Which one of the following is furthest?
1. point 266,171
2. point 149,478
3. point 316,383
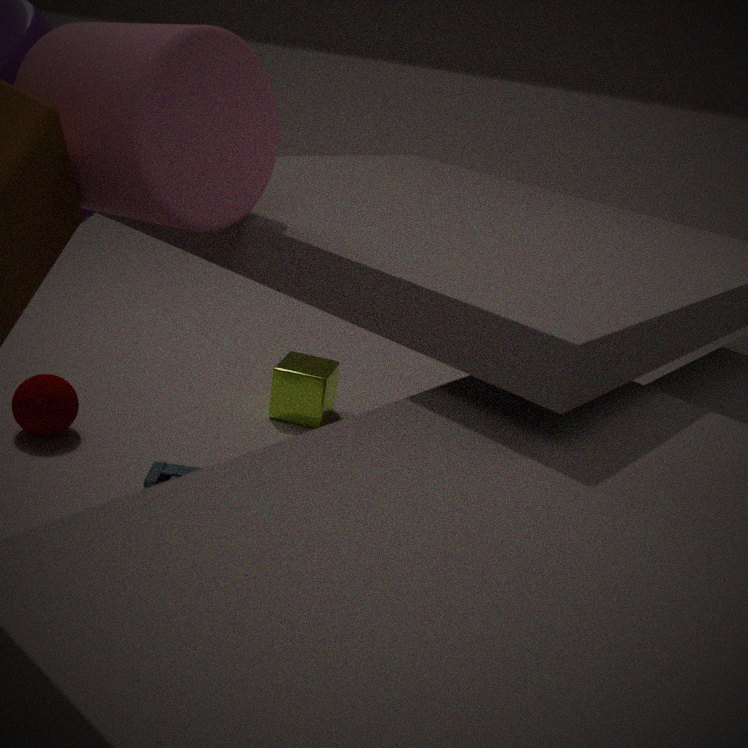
point 316,383
